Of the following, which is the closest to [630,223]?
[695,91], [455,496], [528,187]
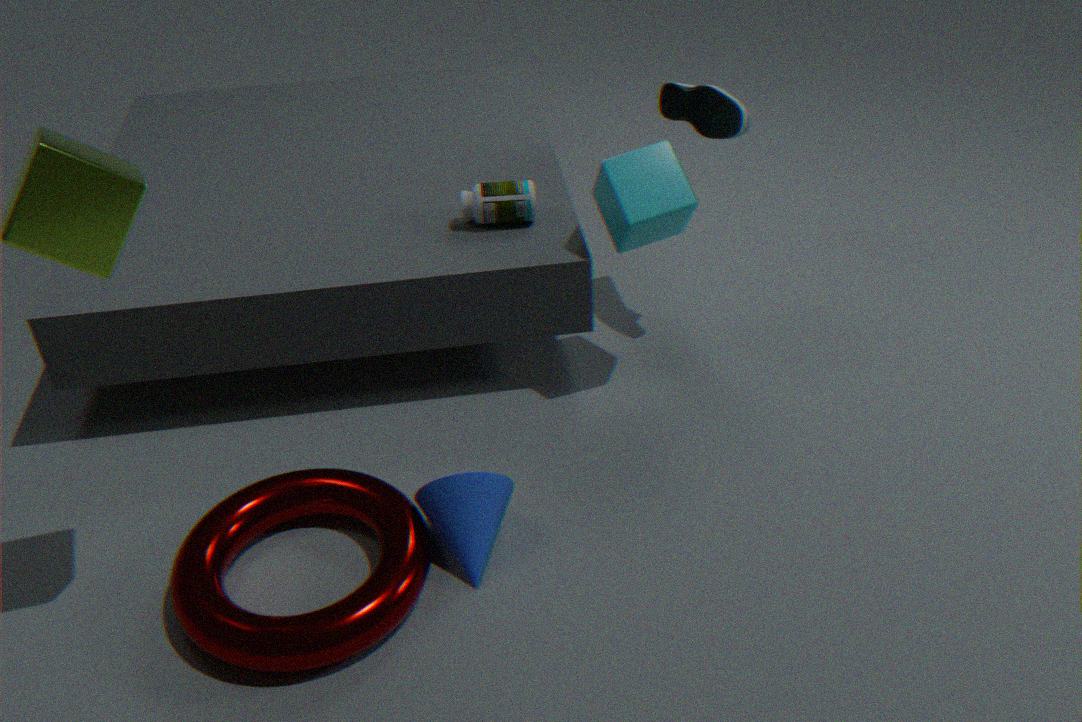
[695,91]
